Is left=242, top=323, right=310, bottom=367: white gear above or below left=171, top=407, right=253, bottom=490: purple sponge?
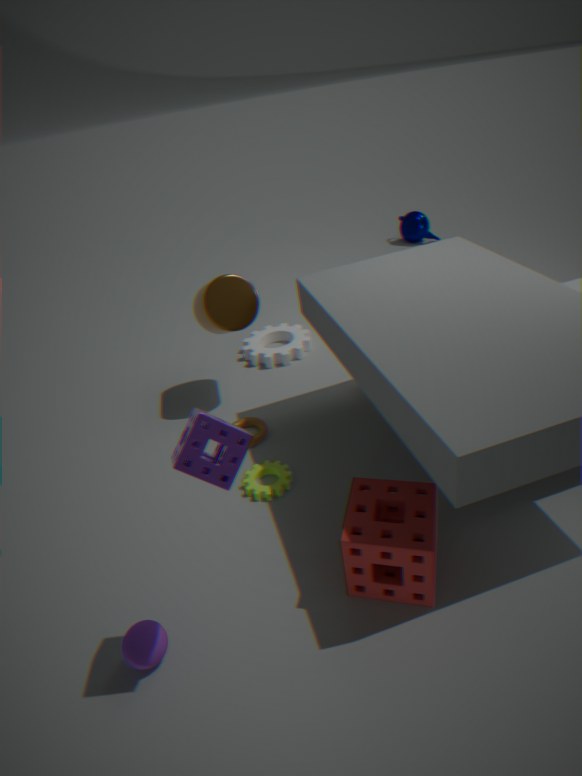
below
